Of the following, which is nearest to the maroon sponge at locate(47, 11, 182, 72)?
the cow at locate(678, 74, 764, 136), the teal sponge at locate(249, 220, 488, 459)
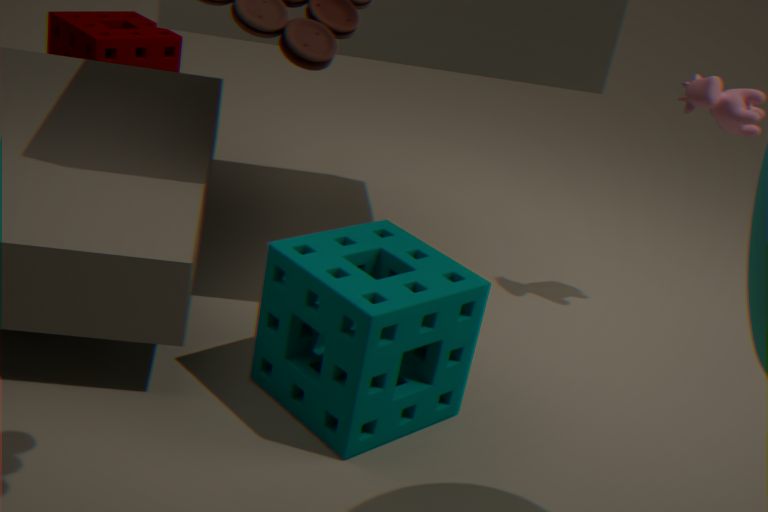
the teal sponge at locate(249, 220, 488, 459)
